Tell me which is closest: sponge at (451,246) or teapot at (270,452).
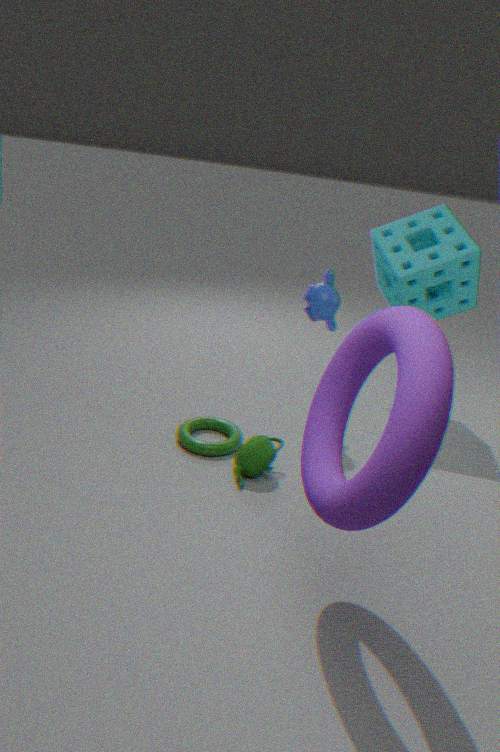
teapot at (270,452)
